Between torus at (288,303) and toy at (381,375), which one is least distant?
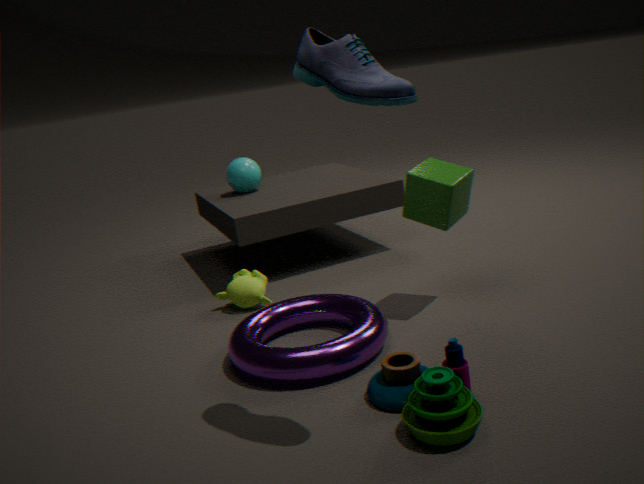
toy at (381,375)
